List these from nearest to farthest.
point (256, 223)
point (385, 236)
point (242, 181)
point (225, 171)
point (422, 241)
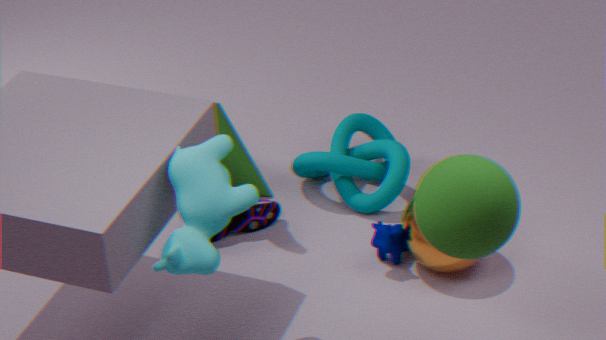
1. point (225, 171)
2. point (422, 241)
3. point (385, 236)
4. point (256, 223)
5. point (242, 181)
